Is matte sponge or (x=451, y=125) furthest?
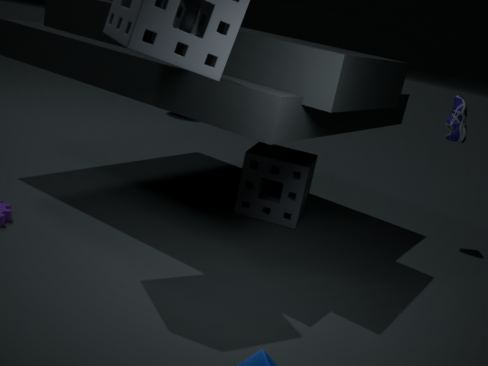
(x=451, y=125)
